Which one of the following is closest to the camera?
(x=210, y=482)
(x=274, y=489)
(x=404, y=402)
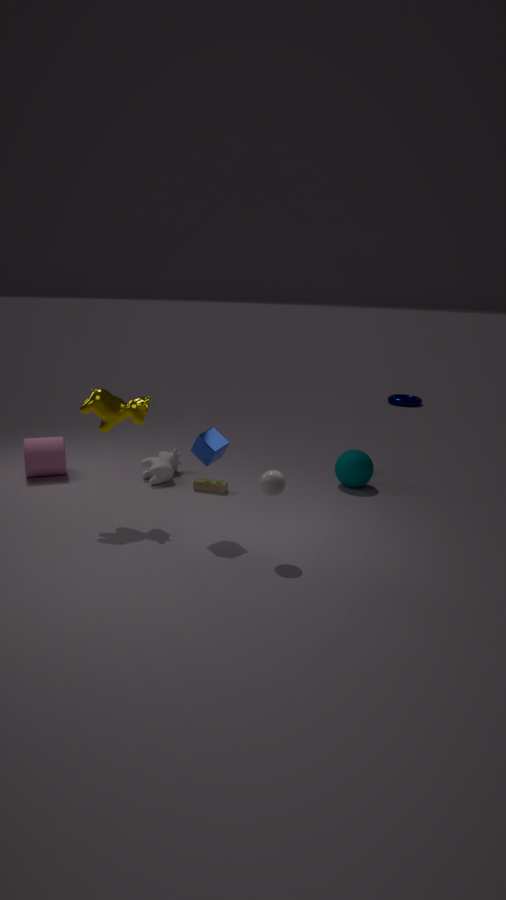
(x=274, y=489)
